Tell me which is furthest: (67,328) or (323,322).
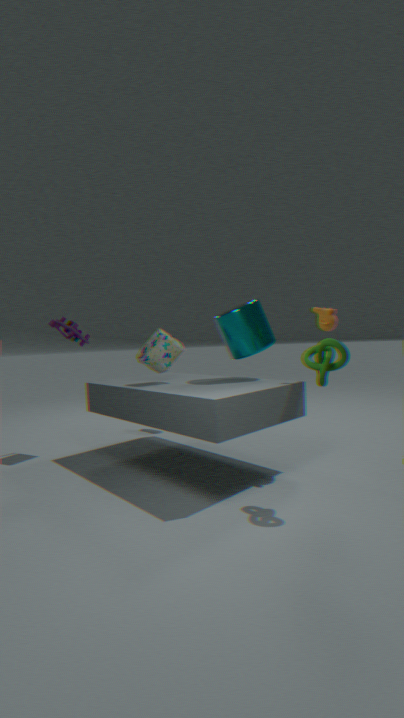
(67,328)
